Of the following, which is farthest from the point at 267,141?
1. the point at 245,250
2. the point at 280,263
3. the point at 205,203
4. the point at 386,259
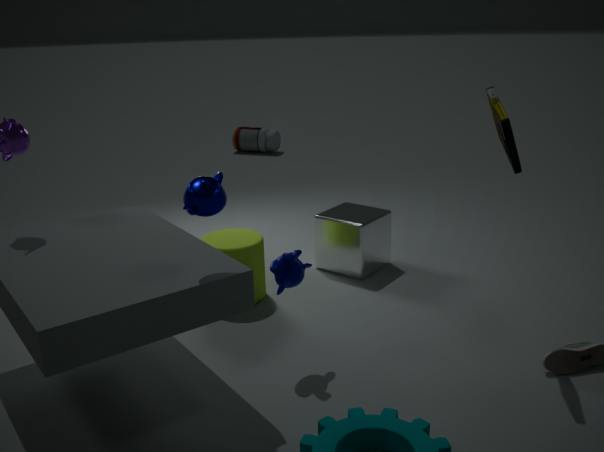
the point at 205,203
